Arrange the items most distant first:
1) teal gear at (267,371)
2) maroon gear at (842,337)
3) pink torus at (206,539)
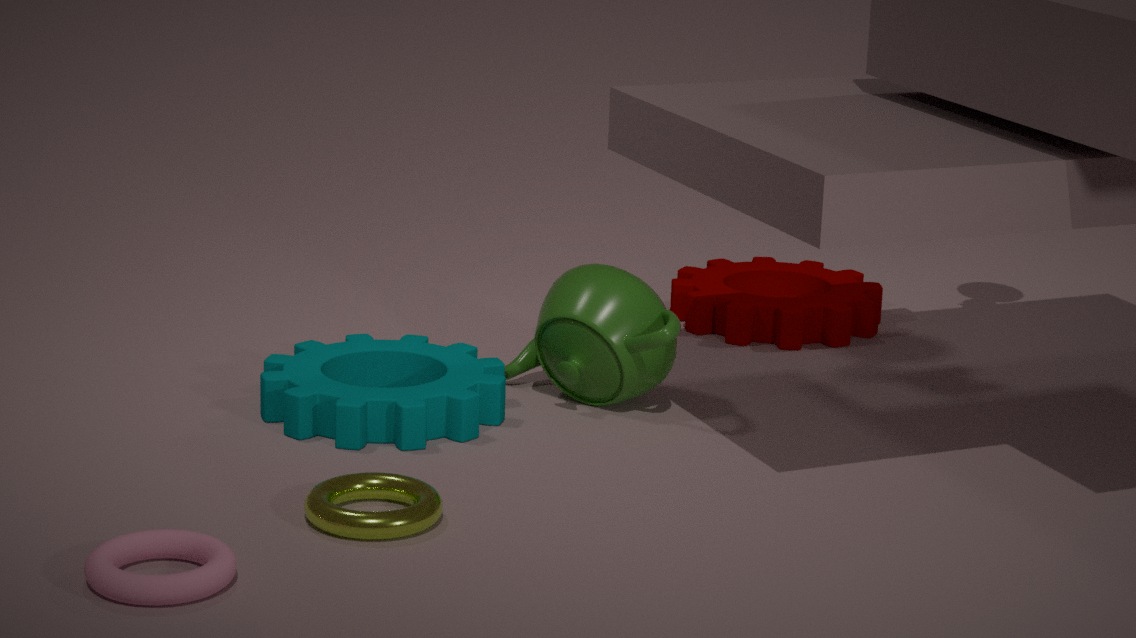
2. maroon gear at (842,337), 1. teal gear at (267,371), 3. pink torus at (206,539)
